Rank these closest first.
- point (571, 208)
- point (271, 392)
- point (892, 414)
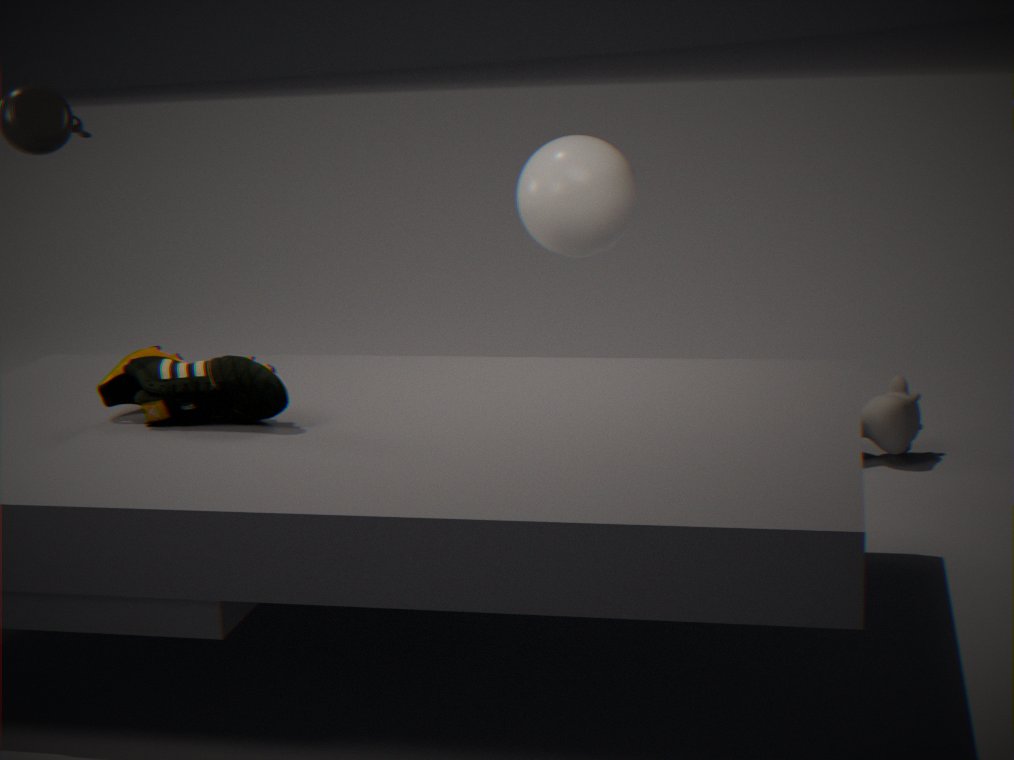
point (271, 392) → point (571, 208) → point (892, 414)
